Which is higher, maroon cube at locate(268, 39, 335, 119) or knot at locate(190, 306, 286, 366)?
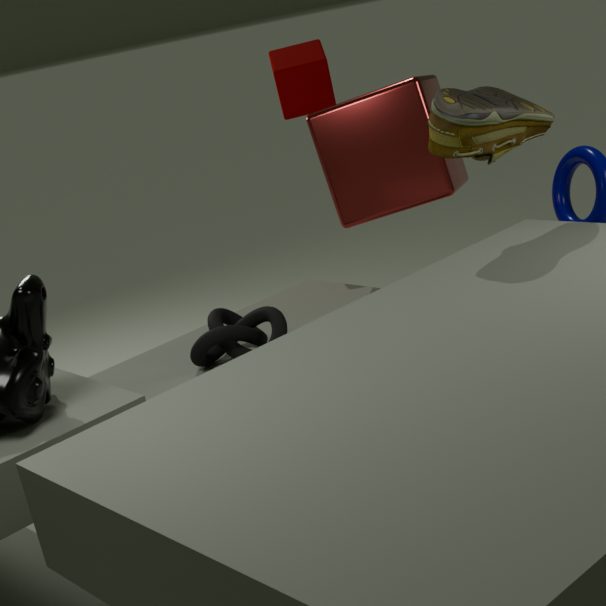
maroon cube at locate(268, 39, 335, 119)
